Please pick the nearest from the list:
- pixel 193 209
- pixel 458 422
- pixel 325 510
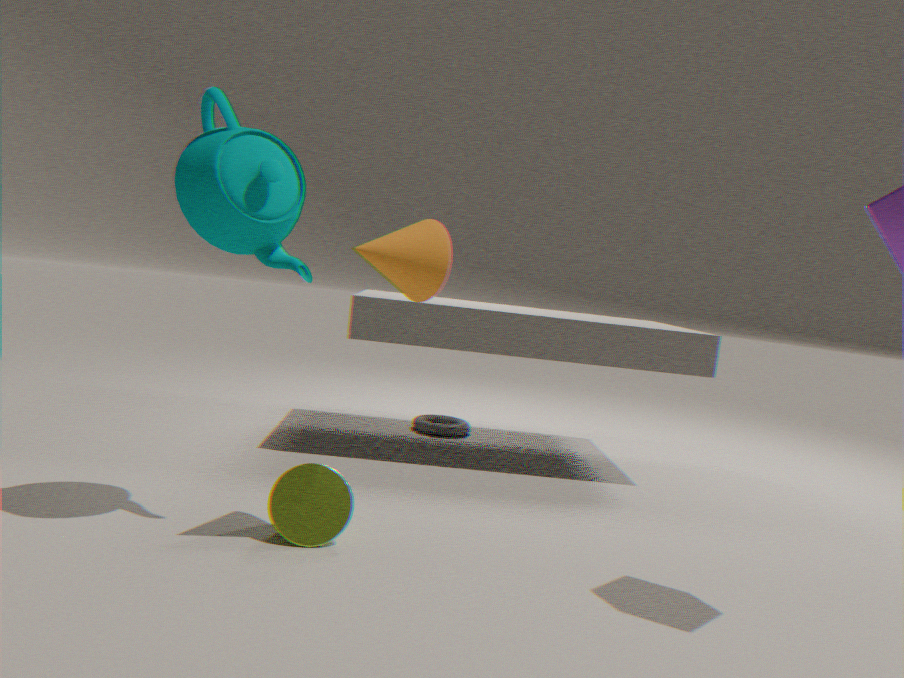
pixel 193 209
